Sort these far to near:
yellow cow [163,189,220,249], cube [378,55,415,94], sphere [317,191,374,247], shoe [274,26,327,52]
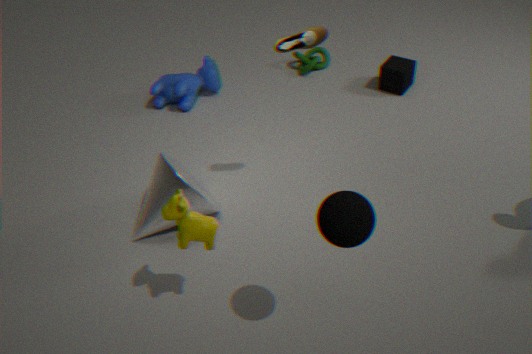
cube [378,55,415,94]
shoe [274,26,327,52]
yellow cow [163,189,220,249]
sphere [317,191,374,247]
